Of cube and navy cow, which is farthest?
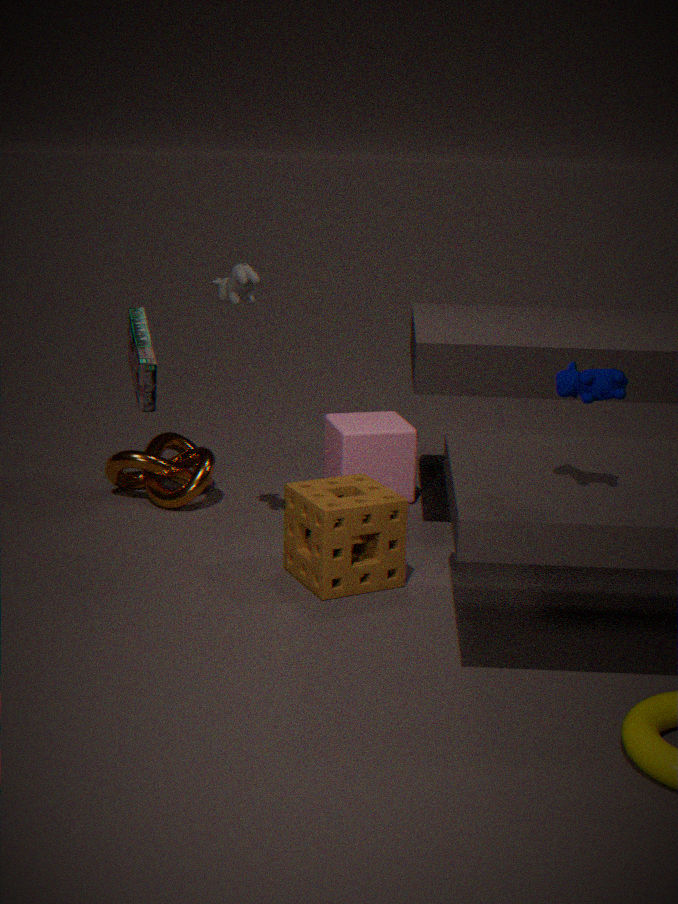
cube
